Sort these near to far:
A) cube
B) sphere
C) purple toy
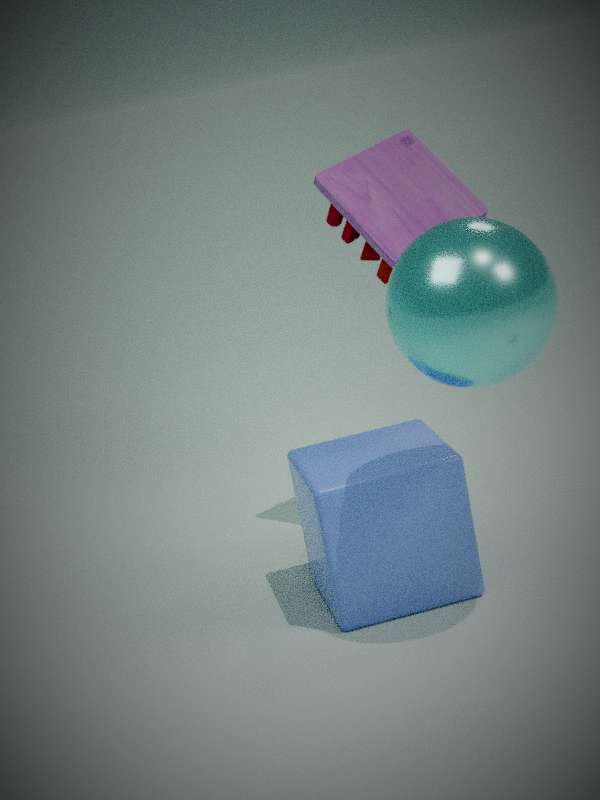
sphere, cube, purple toy
